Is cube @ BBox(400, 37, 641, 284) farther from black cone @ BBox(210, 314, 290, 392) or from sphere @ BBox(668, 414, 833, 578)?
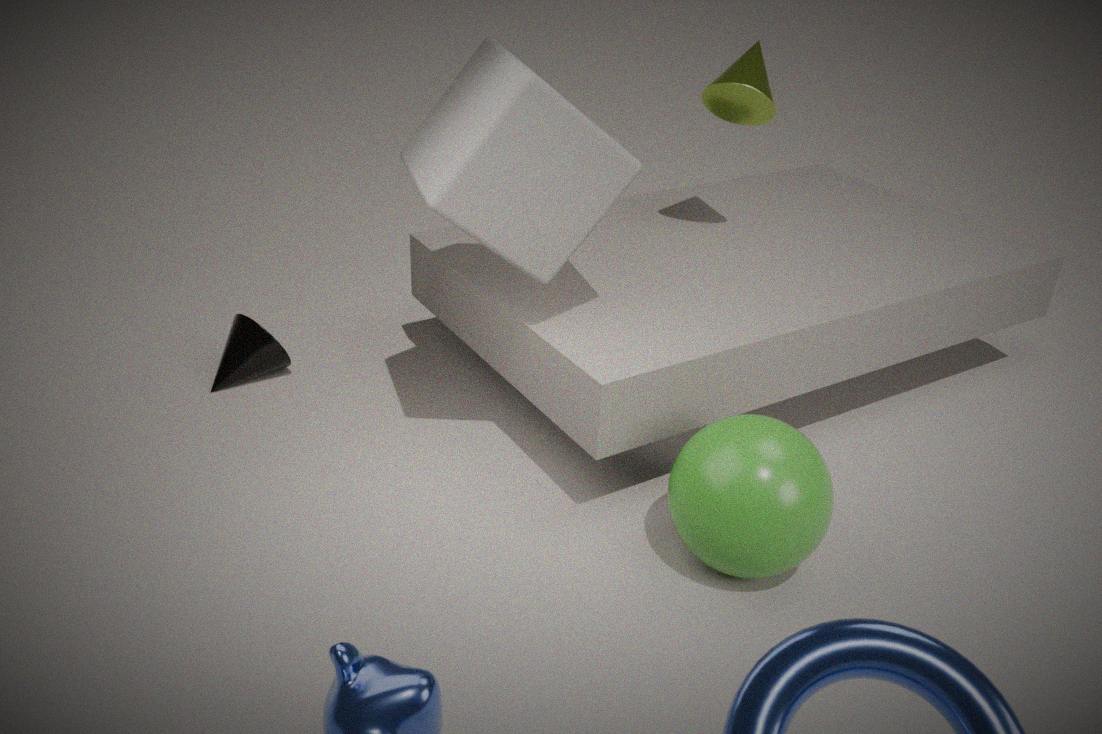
black cone @ BBox(210, 314, 290, 392)
